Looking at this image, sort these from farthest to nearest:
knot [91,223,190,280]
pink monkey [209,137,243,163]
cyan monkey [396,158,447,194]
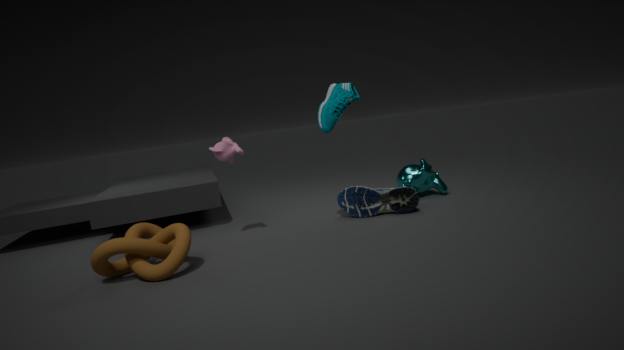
cyan monkey [396,158,447,194], pink monkey [209,137,243,163], knot [91,223,190,280]
